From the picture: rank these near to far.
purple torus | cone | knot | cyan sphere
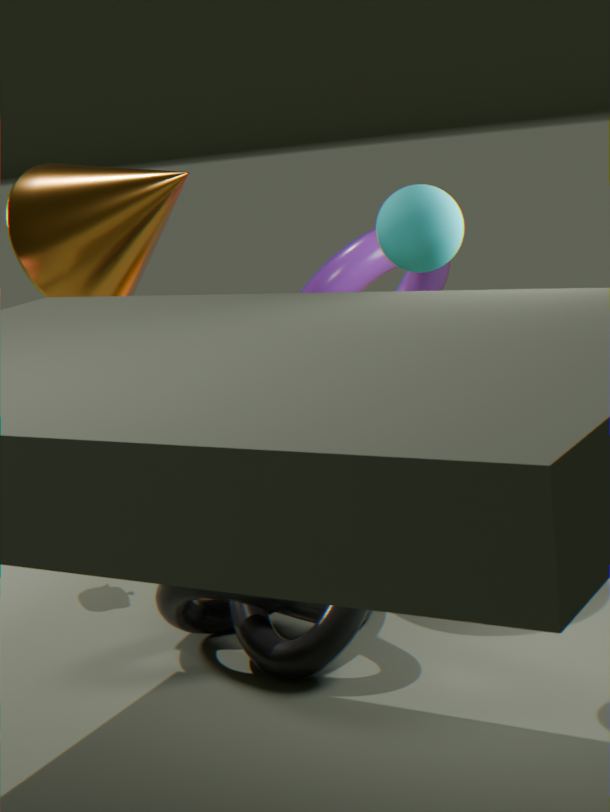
cyan sphere, knot, purple torus, cone
